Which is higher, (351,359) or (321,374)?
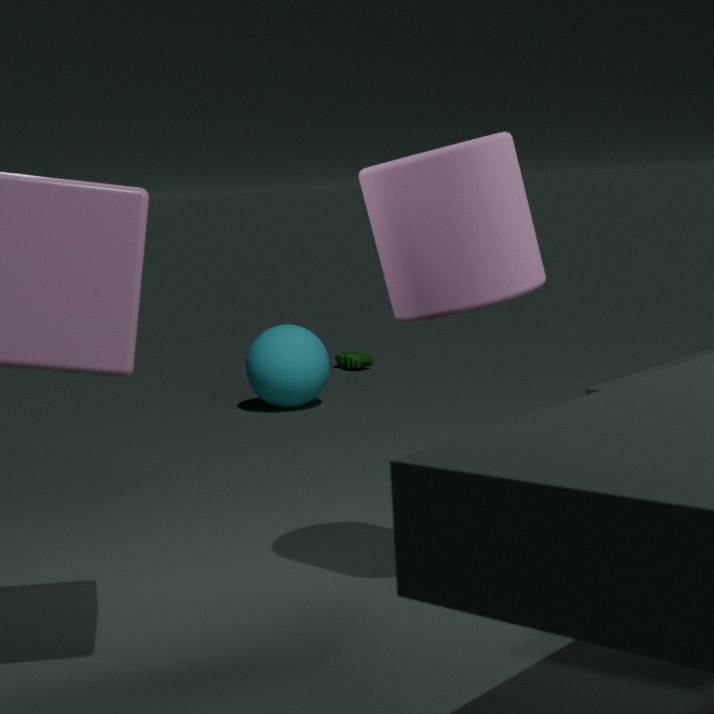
(321,374)
